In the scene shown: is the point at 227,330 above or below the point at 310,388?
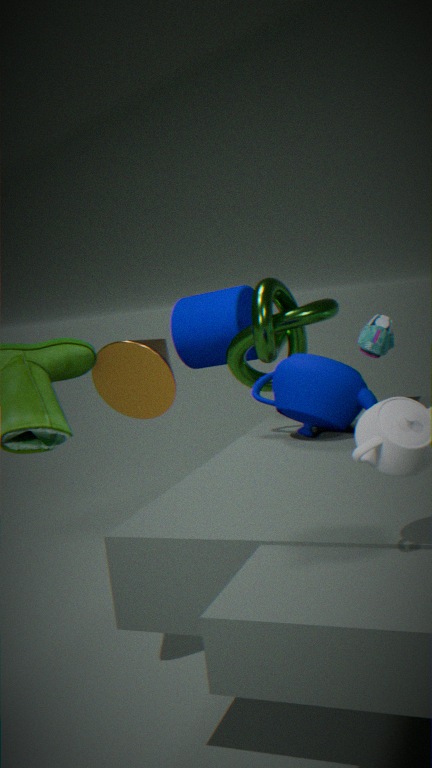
above
